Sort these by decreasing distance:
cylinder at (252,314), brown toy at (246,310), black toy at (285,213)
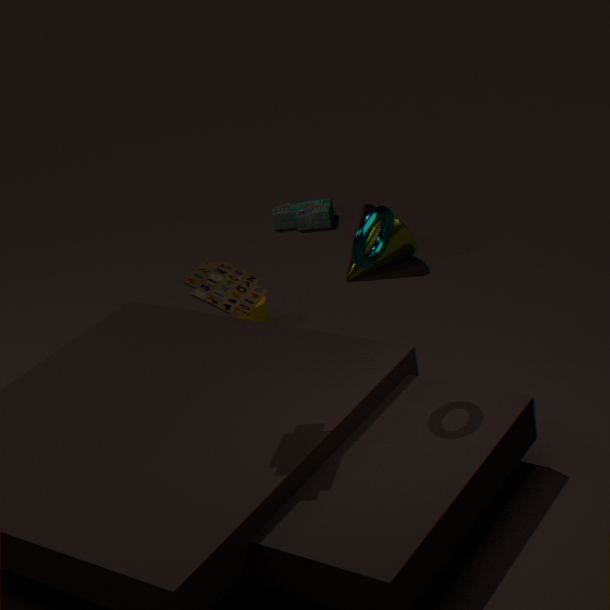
black toy at (285,213), cylinder at (252,314), brown toy at (246,310)
